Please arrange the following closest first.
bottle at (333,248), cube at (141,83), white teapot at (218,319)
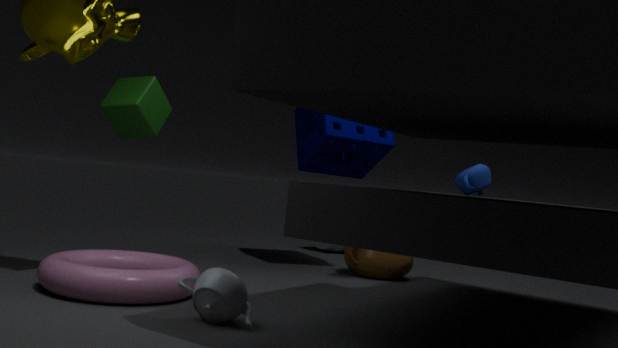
white teapot at (218,319), cube at (141,83), bottle at (333,248)
